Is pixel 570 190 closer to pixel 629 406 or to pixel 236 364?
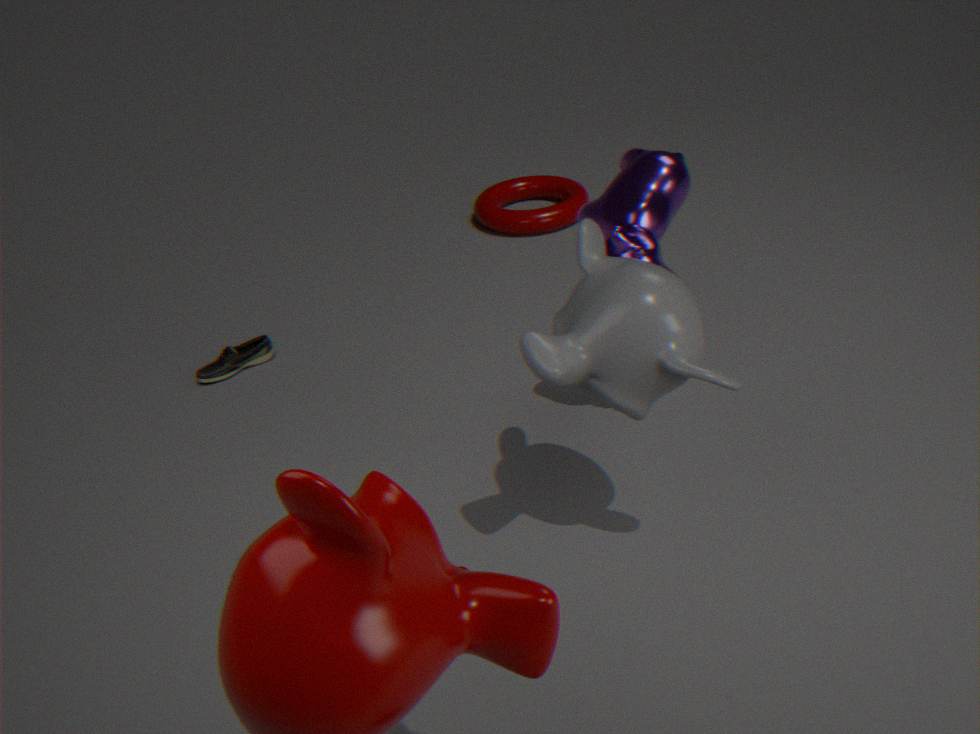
pixel 236 364
